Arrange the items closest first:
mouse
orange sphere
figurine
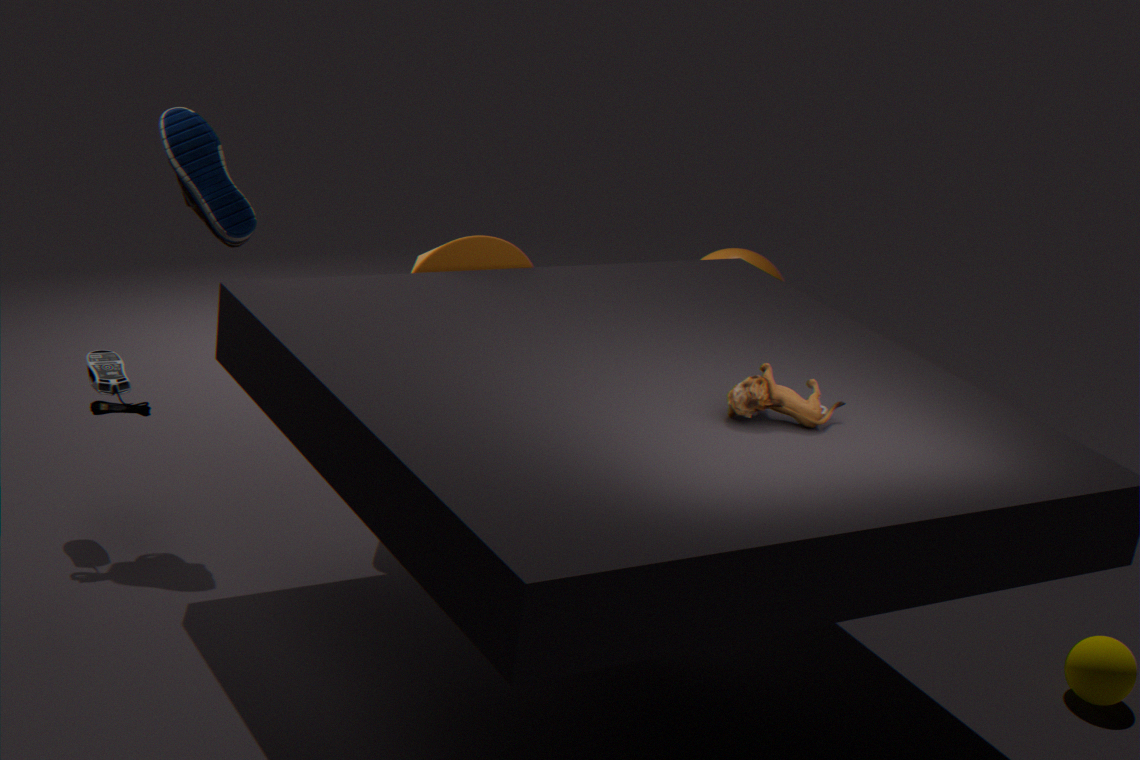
figurine → mouse → orange sphere
